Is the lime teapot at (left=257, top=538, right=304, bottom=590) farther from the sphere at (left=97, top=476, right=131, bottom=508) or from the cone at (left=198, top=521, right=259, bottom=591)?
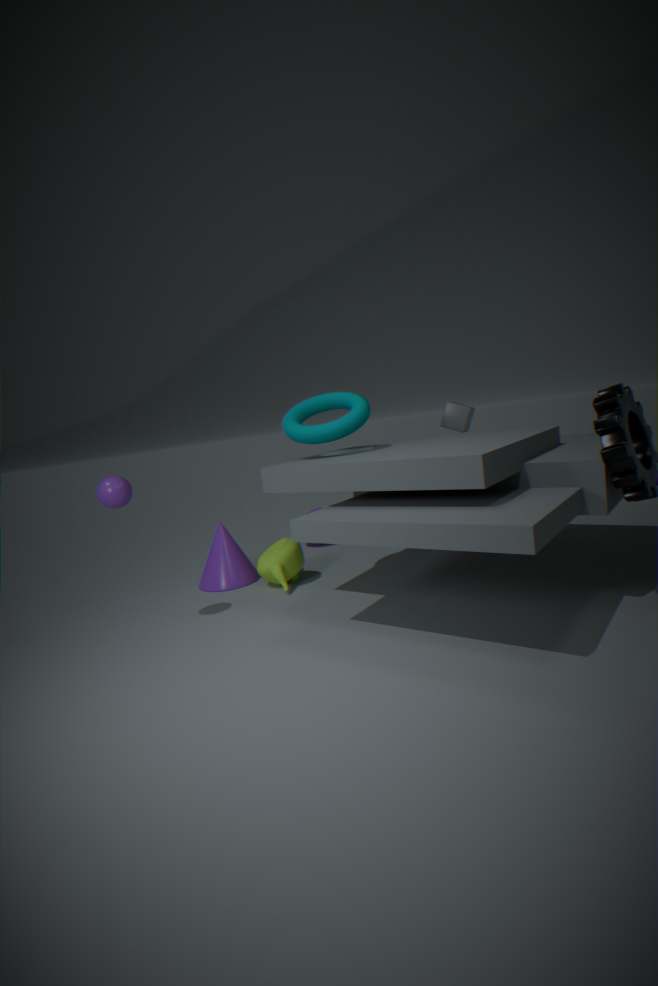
the sphere at (left=97, top=476, right=131, bottom=508)
